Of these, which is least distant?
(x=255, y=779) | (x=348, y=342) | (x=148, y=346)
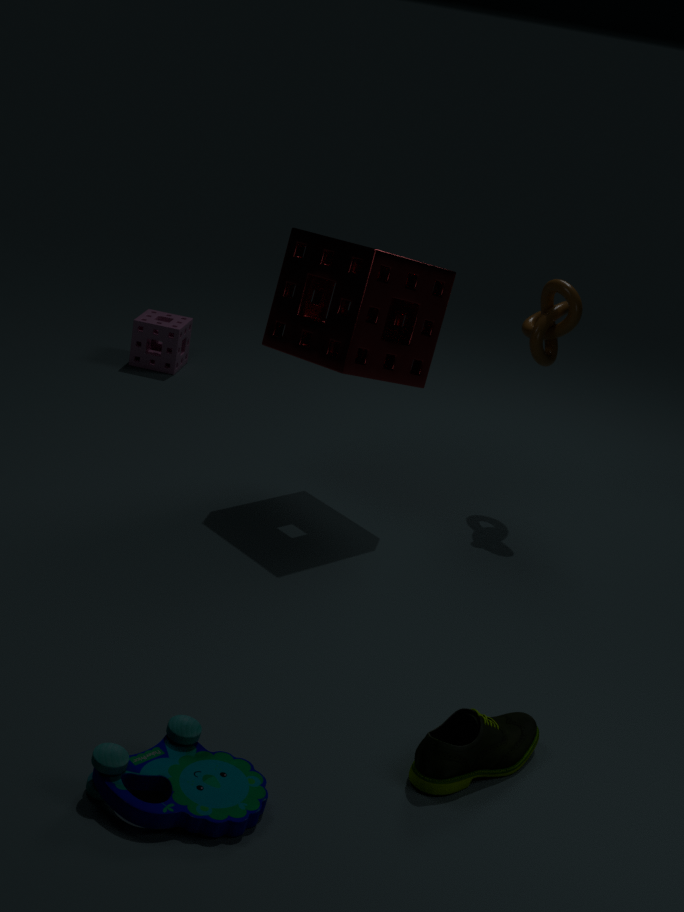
(x=255, y=779)
